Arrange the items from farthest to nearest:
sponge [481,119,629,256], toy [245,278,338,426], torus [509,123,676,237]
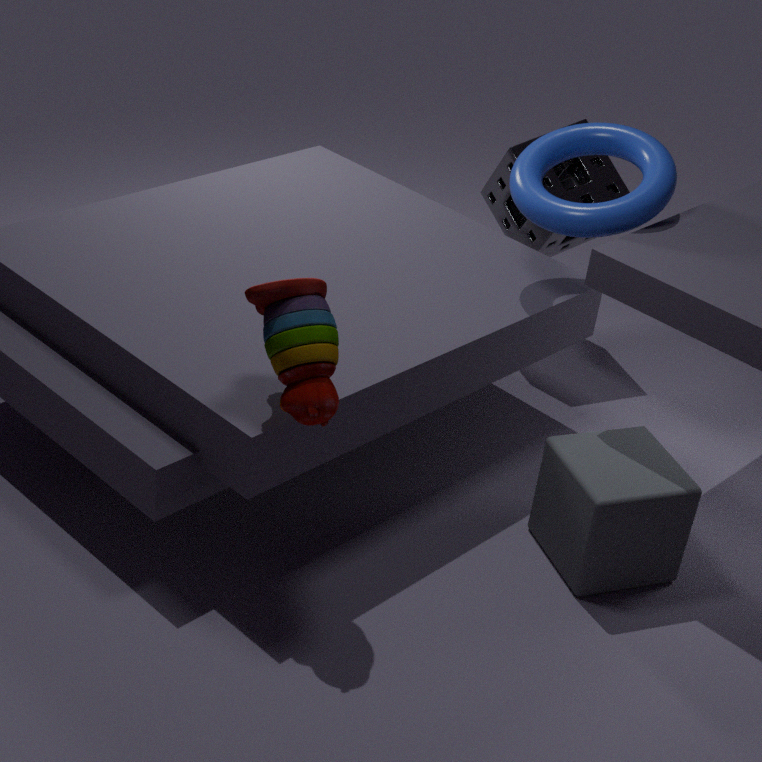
sponge [481,119,629,256]
torus [509,123,676,237]
toy [245,278,338,426]
